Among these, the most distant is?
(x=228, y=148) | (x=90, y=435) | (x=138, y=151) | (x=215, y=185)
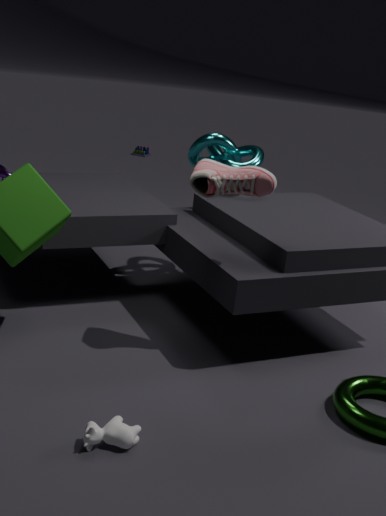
(x=138, y=151)
